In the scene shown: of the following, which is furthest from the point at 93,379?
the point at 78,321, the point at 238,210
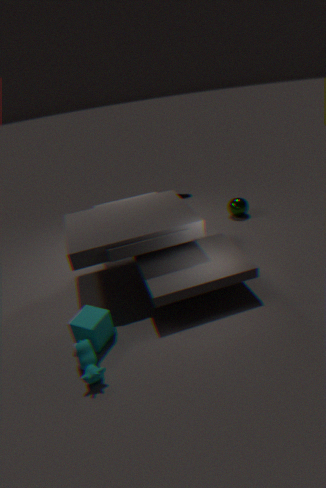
the point at 238,210
